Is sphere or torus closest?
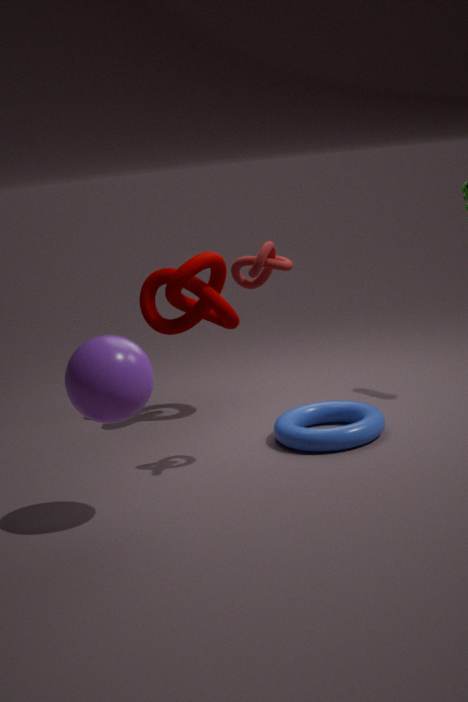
sphere
